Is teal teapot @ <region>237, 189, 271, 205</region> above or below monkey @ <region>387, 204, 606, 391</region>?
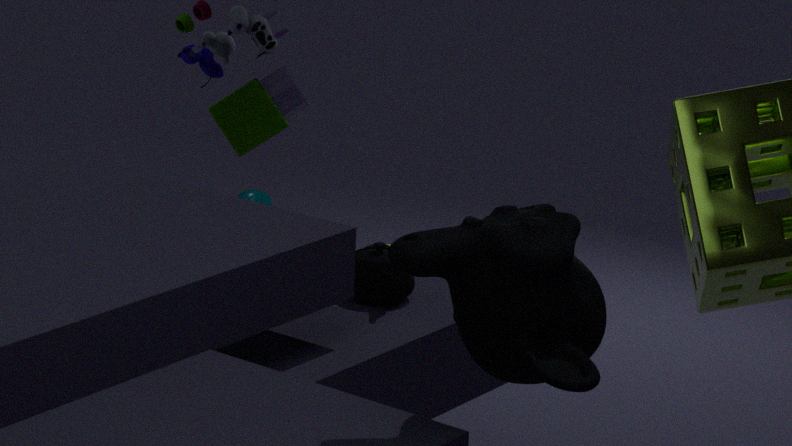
below
